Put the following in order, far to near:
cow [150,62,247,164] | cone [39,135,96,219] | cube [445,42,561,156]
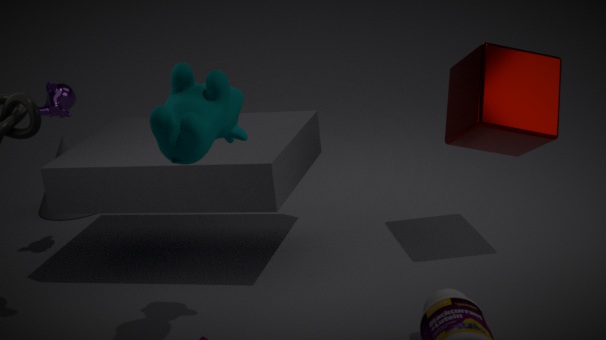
1. cone [39,135,96,219]
2. cube [445,42,561,156]
3. cow [150,62,247,164]
